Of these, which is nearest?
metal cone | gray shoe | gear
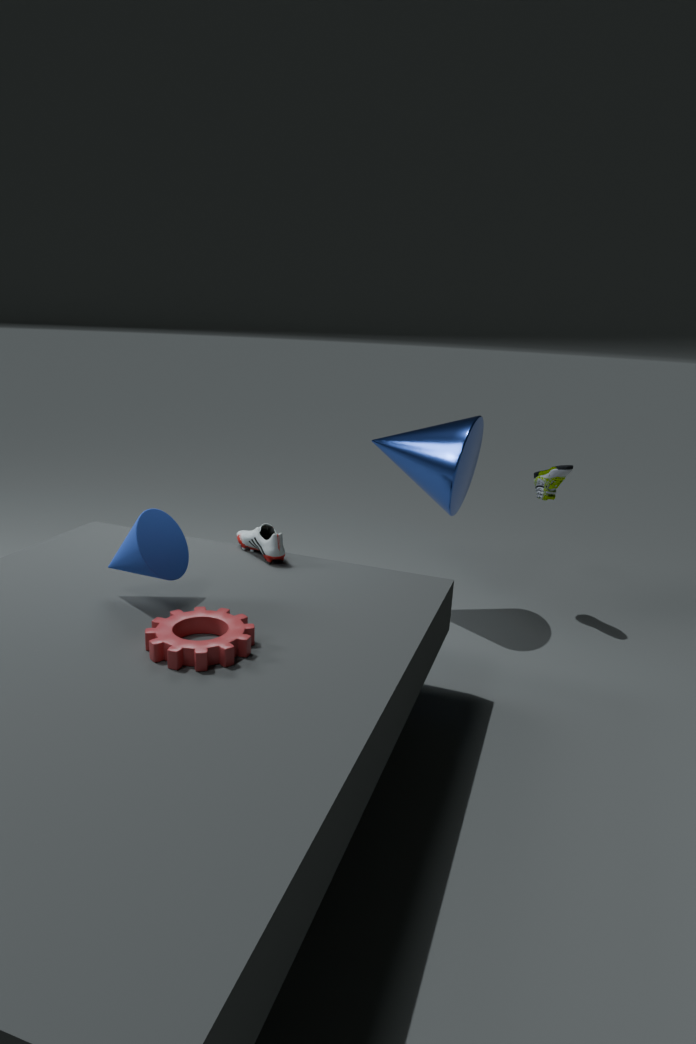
gear
